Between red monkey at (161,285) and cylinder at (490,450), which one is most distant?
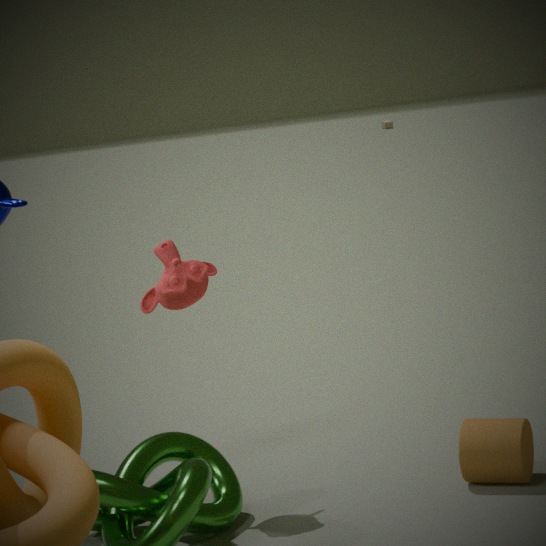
red monkey at (161,285)
